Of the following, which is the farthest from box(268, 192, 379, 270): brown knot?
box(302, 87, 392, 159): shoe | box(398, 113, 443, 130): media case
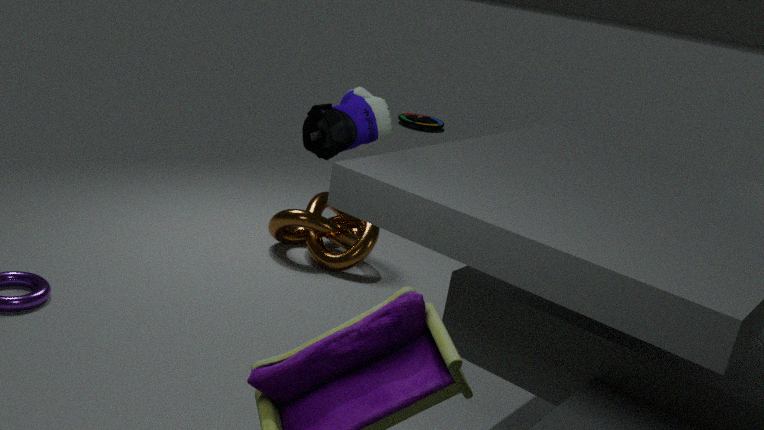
box(398, 113, 443, 130): media case
